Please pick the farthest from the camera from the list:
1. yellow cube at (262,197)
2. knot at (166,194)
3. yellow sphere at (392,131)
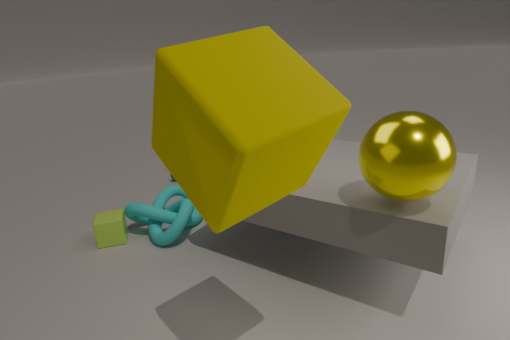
knot at (166,194)
